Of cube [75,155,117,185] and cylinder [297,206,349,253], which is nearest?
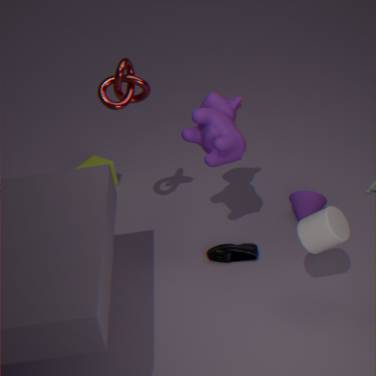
cylinder [297,206,349,253]
